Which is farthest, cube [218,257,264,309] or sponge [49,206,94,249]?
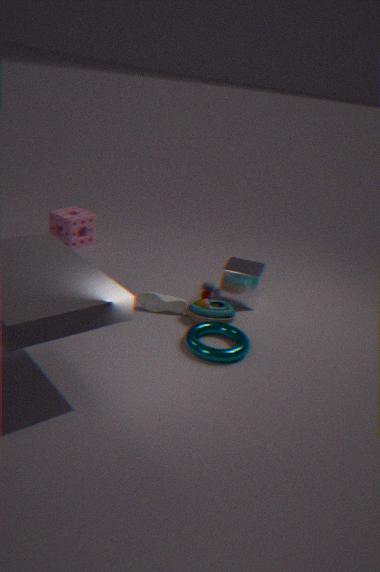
sponge [49,206,94,249]
